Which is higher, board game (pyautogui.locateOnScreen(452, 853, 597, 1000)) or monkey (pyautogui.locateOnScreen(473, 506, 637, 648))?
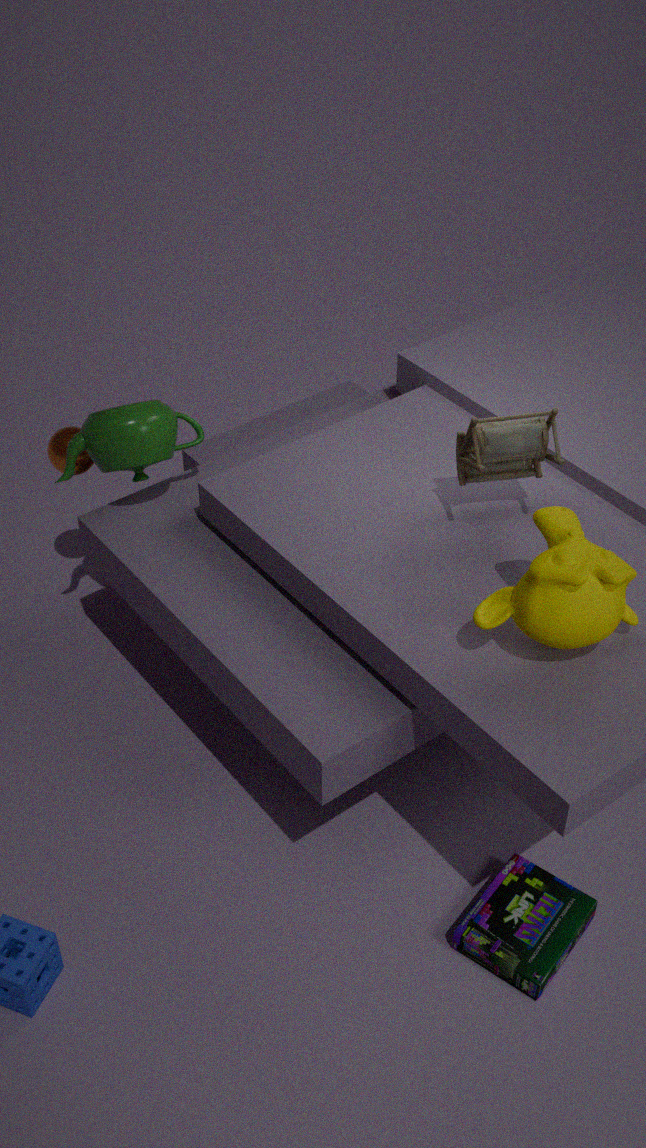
monkey (pyautogui.locateOnScreen(473, 506, 637, 648))
